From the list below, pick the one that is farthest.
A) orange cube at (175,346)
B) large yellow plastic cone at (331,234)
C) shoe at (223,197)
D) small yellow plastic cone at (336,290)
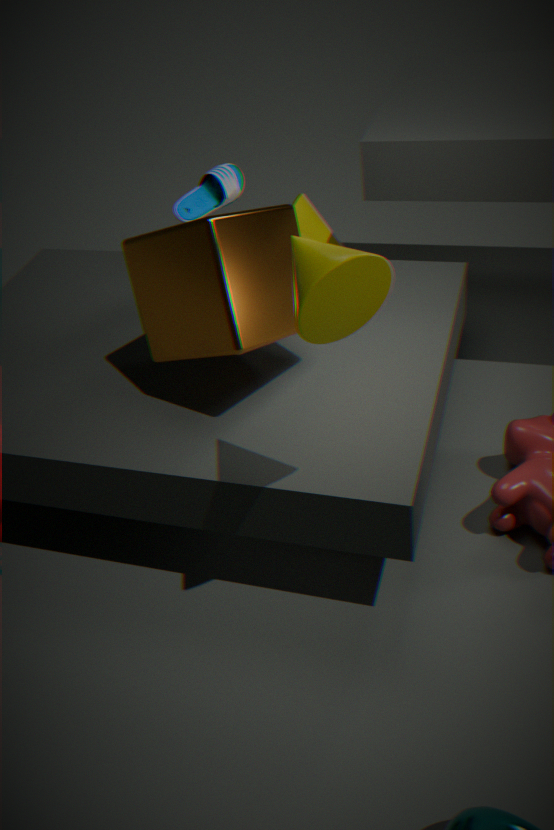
large yellow plastic cone at (331,234)
